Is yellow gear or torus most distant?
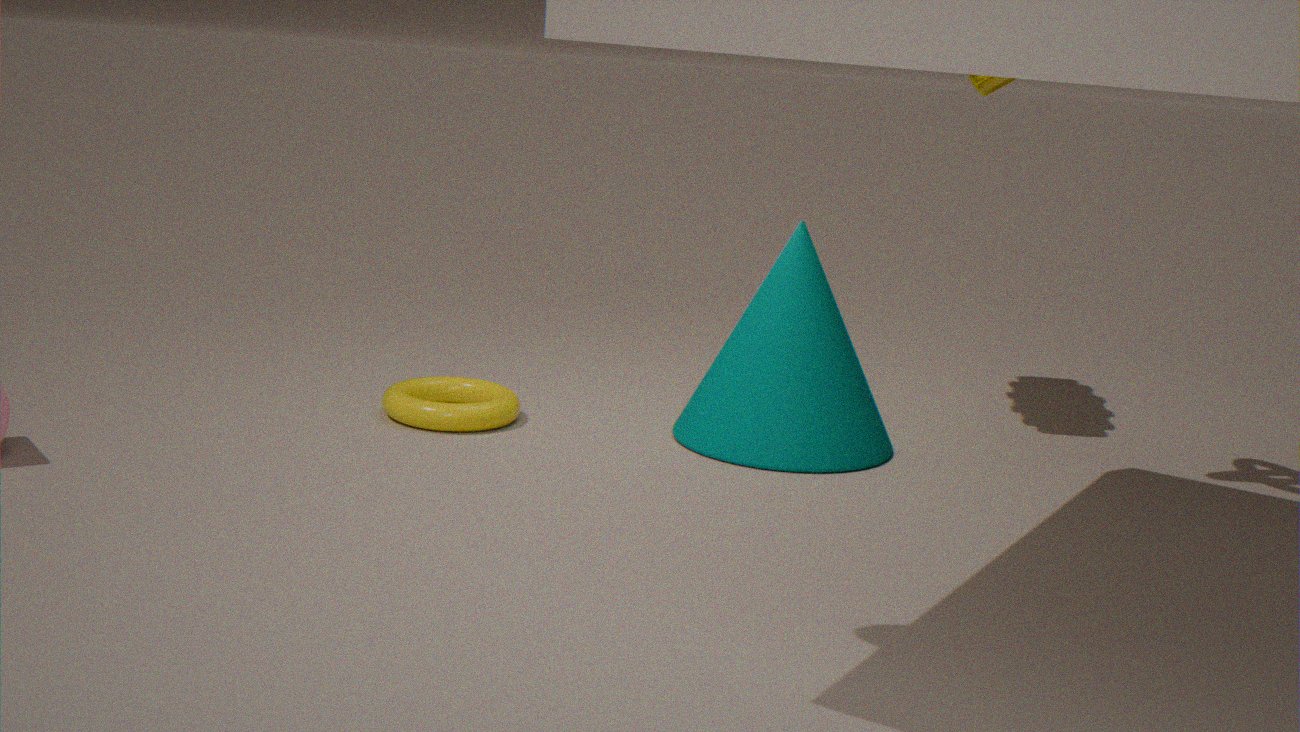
yellow gear
